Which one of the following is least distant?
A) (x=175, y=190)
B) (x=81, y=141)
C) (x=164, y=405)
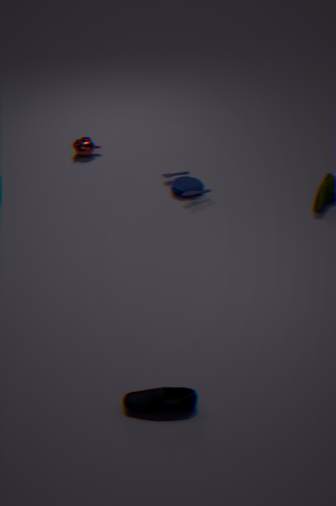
(x=164, y=405)
